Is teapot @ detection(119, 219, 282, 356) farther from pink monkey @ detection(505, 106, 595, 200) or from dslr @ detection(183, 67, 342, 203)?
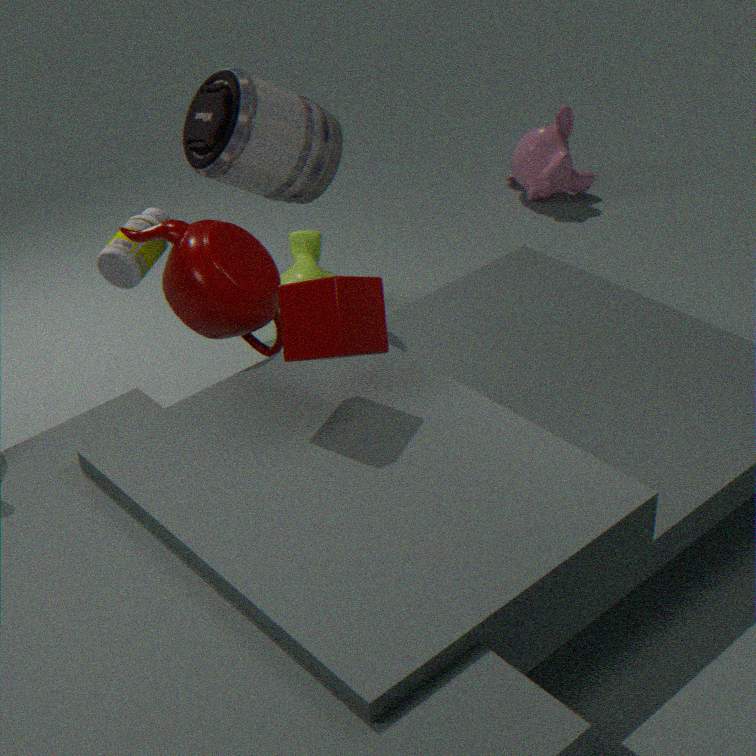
pink monkey @ detection(505, 106, 595, 200)
